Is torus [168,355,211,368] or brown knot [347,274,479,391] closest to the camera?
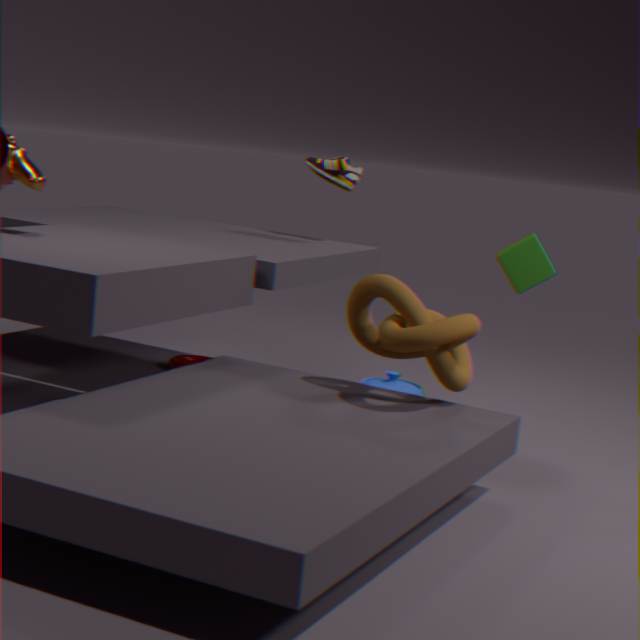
brown knot [347,274,479,391]
